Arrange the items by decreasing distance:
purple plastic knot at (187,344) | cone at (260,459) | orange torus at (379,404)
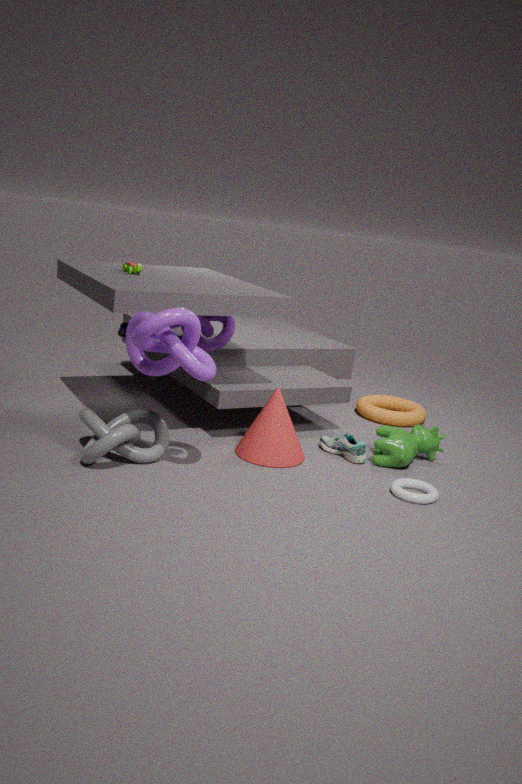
orange torus at (379,404), cone at (260,459), purple plastic knot at (187,344)
